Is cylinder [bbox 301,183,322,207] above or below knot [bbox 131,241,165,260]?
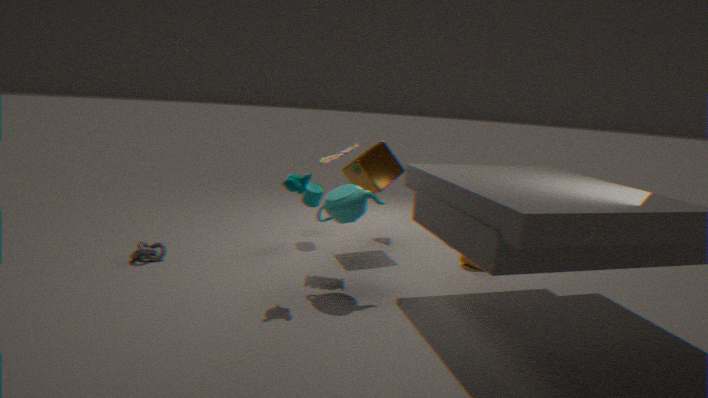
above
